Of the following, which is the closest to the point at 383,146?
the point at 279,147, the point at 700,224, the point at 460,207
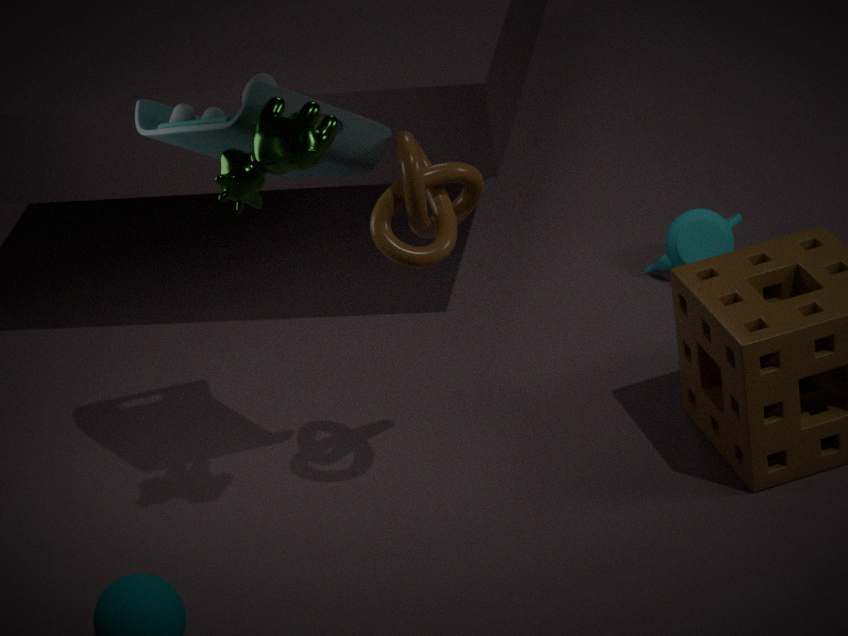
the point at 279,147
